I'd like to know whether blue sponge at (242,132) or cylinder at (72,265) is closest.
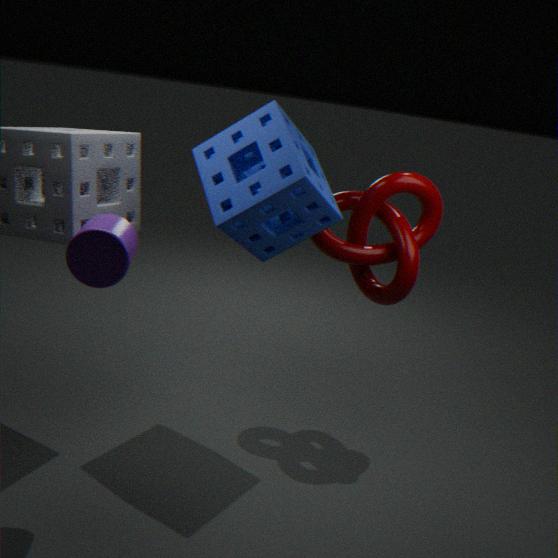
cylinder at (72,265)
